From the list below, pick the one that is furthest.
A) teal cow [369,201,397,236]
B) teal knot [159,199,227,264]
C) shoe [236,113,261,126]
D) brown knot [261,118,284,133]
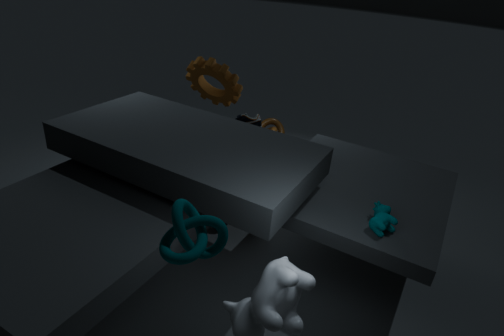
brown knot [261,118,284,133]
